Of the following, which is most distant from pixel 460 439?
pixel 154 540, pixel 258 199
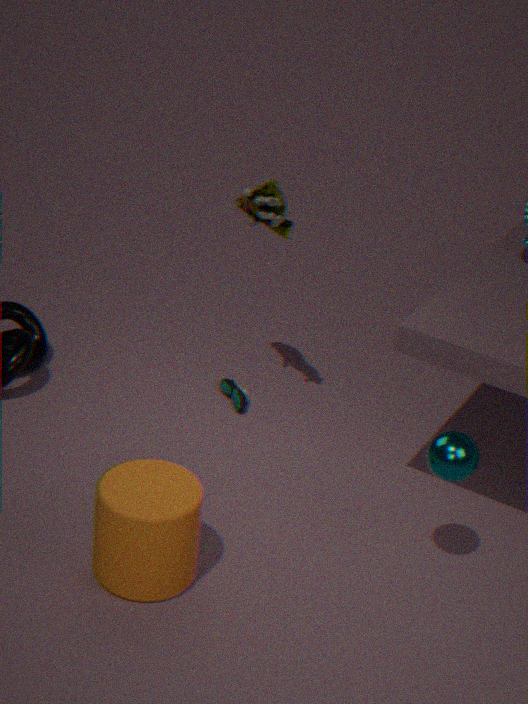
pixel 258 199
